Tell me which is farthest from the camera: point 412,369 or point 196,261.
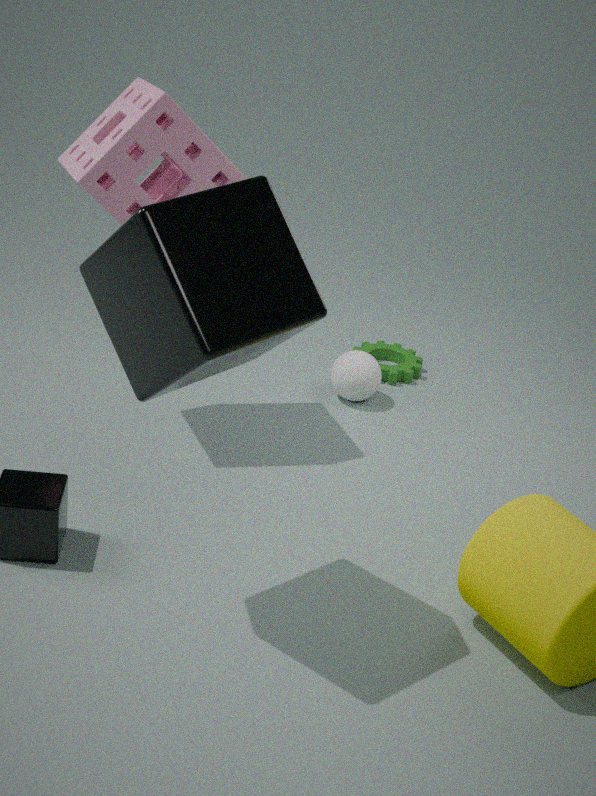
point 412,369
